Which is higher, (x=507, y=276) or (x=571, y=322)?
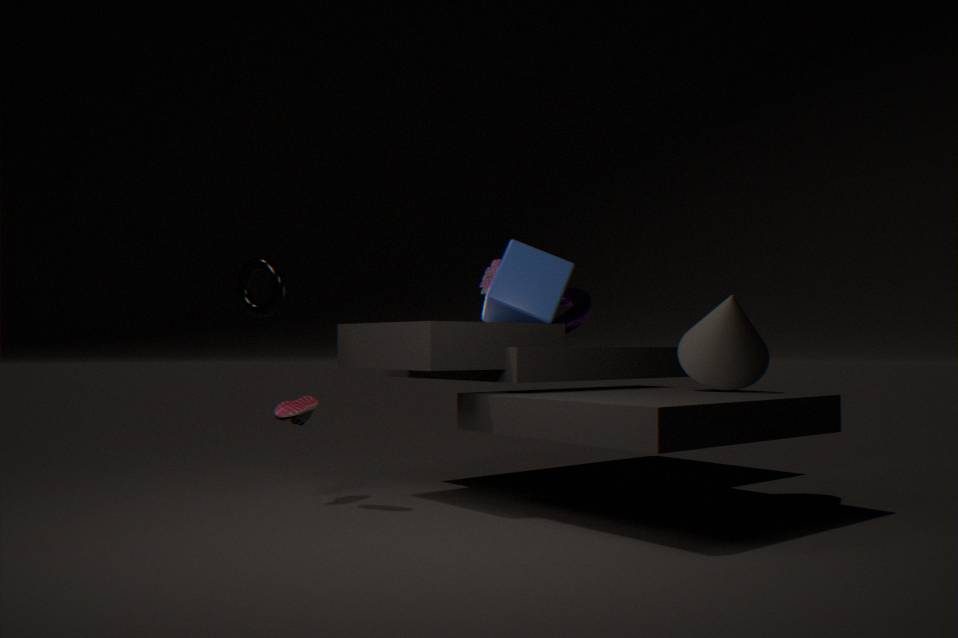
(x=507, y=276)
